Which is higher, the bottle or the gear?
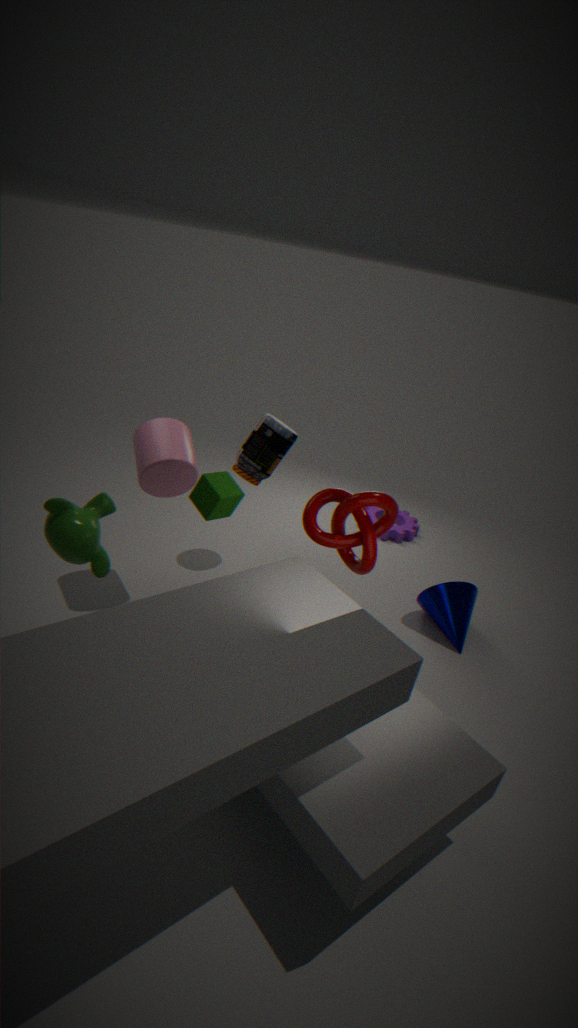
the bottle
